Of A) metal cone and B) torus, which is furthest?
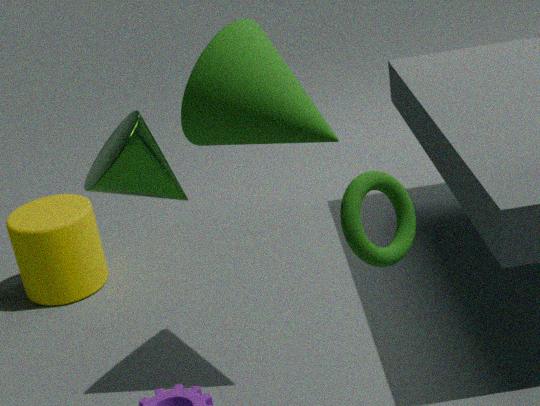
B. torus
